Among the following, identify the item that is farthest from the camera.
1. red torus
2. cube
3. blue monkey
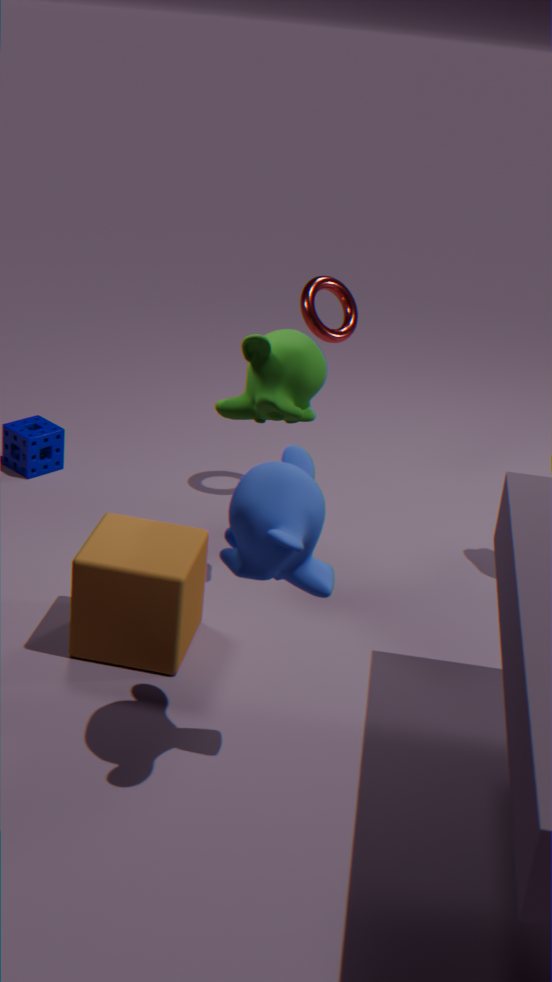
red torus
